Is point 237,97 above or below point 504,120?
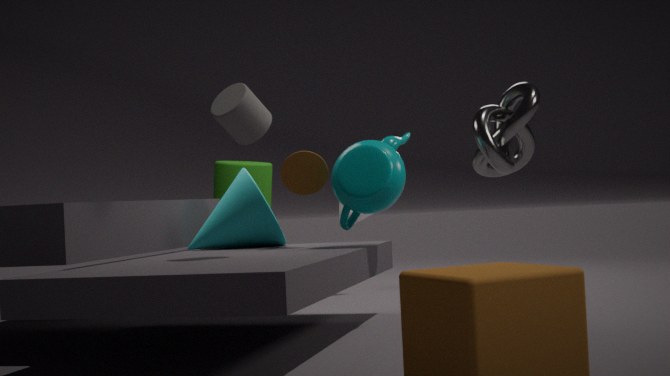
Result: above
